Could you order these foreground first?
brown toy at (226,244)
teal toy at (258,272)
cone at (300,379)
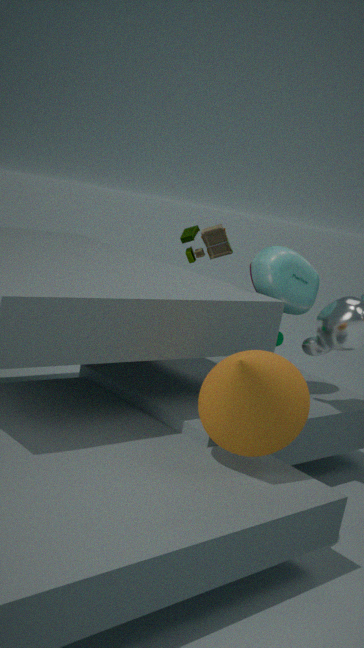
cone at (300,379) → teal toy at (258,272) → brown toy at (226,244)
